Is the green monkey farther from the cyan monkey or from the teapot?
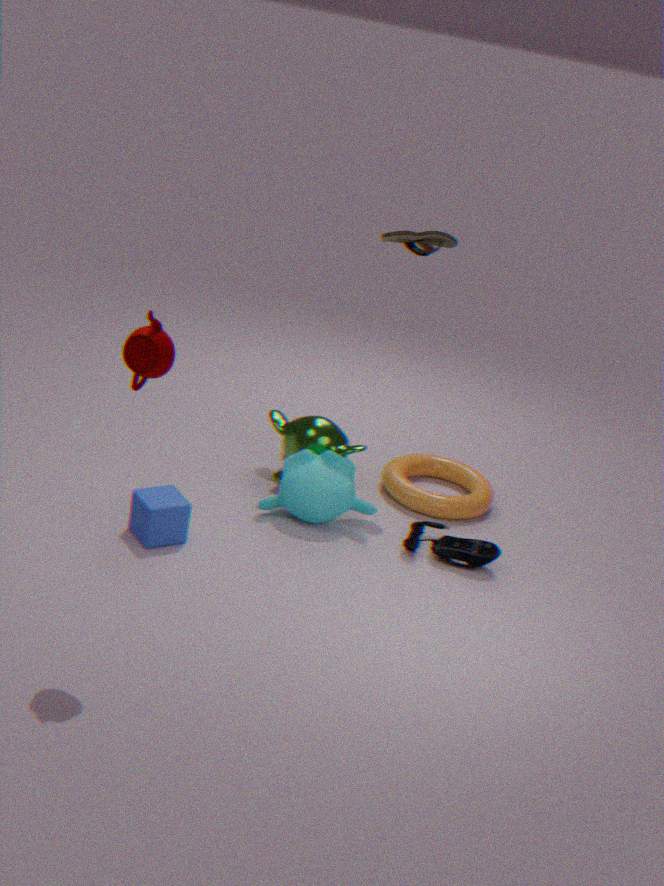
the teapot
